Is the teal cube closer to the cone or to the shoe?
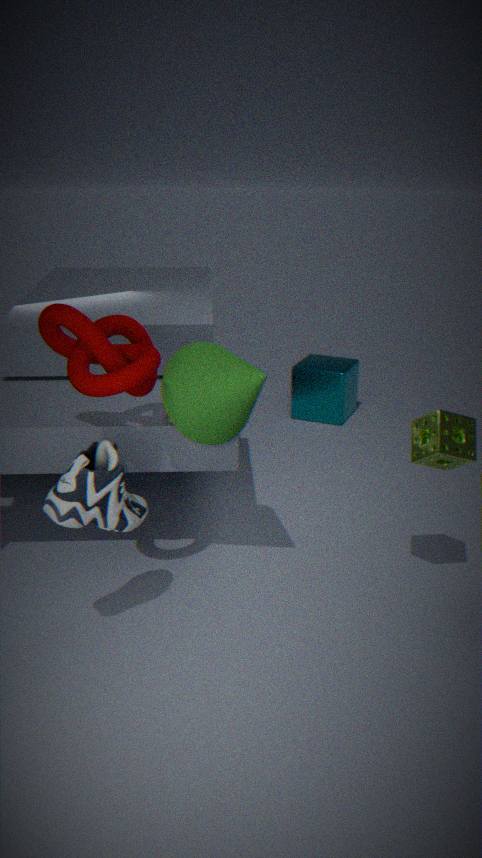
the cone
